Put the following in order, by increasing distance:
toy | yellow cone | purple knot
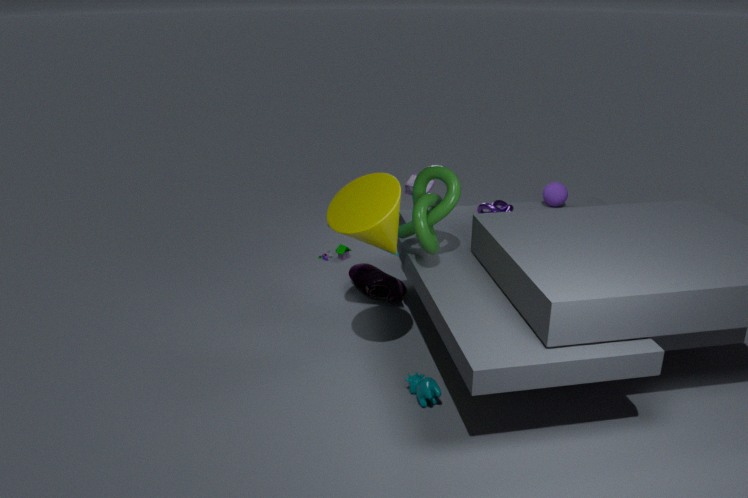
yellow cone < purple knot < toy
